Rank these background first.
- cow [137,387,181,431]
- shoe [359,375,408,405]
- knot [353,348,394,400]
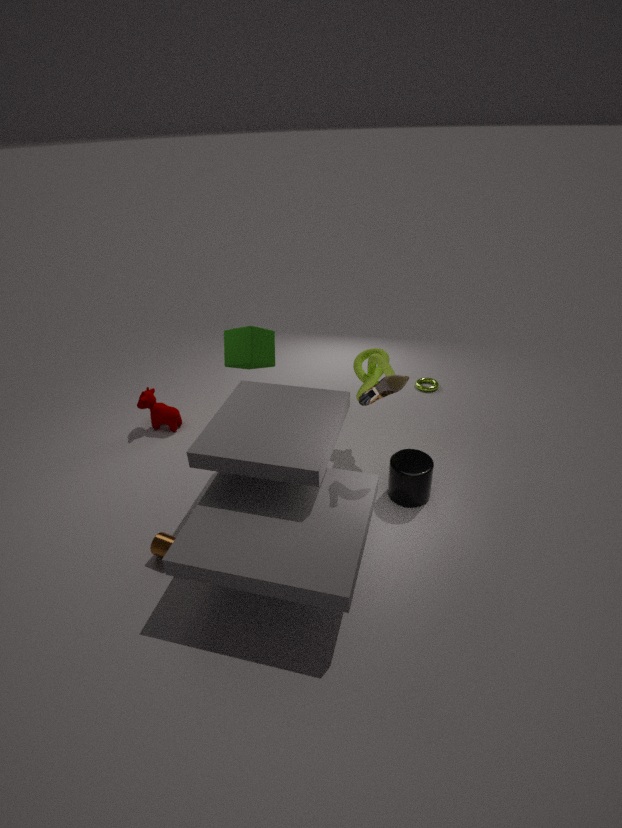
cow [137,387,181,431] < knot [353,348,394,400] < shoe [359,375,408,405]
